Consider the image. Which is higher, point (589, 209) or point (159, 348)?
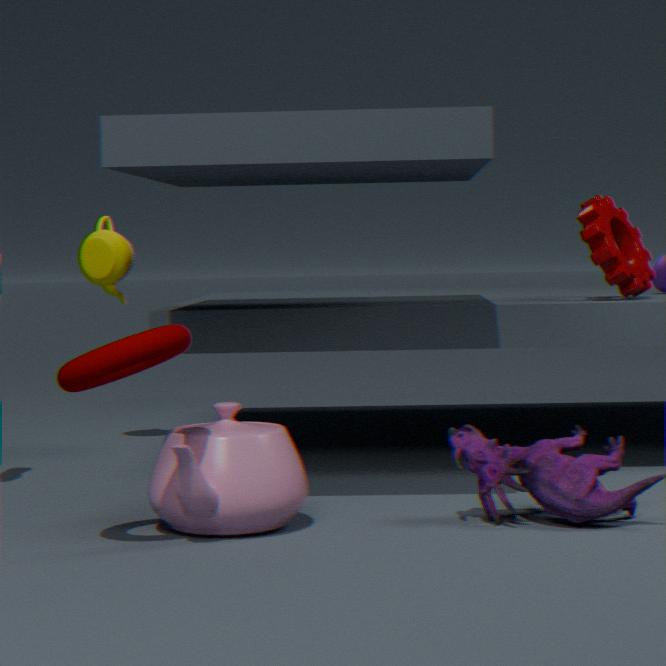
point (589, 209)
